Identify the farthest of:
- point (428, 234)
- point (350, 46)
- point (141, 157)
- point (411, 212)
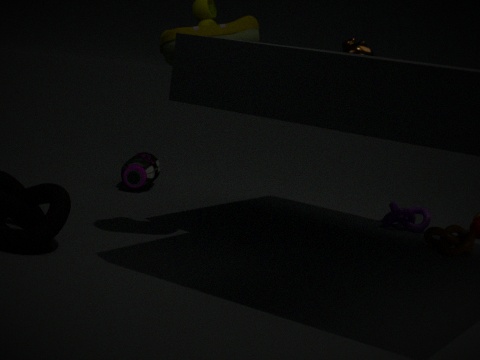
point (141, 157)
